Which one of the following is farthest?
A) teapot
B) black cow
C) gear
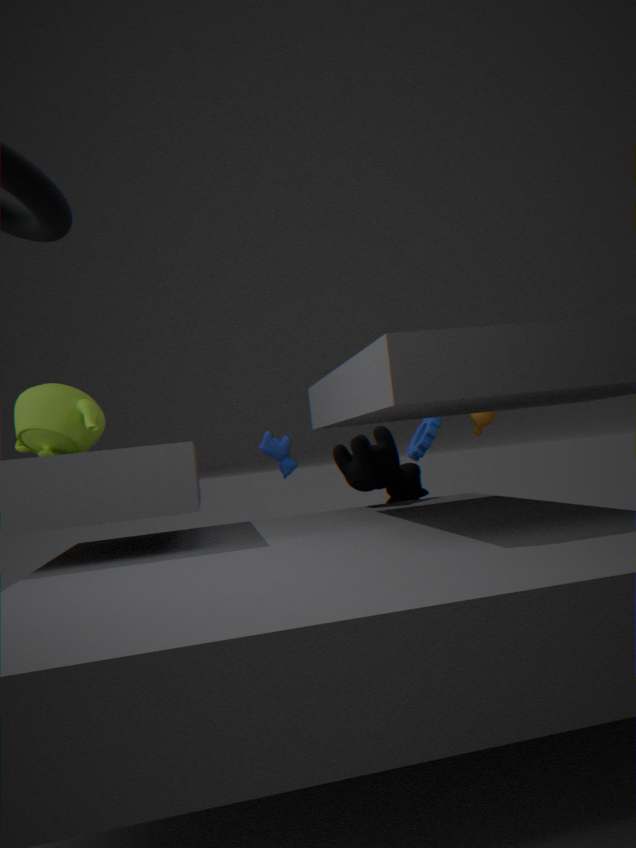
gear
